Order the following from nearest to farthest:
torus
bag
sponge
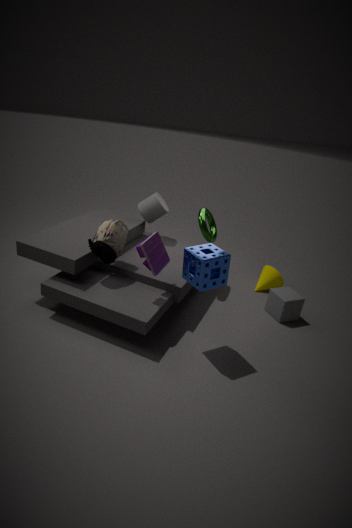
sponge → bag → torus
